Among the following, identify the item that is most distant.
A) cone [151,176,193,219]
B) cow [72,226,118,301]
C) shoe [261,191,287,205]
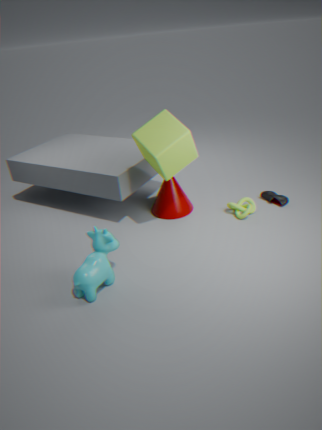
shoe [261,191,287,205]
